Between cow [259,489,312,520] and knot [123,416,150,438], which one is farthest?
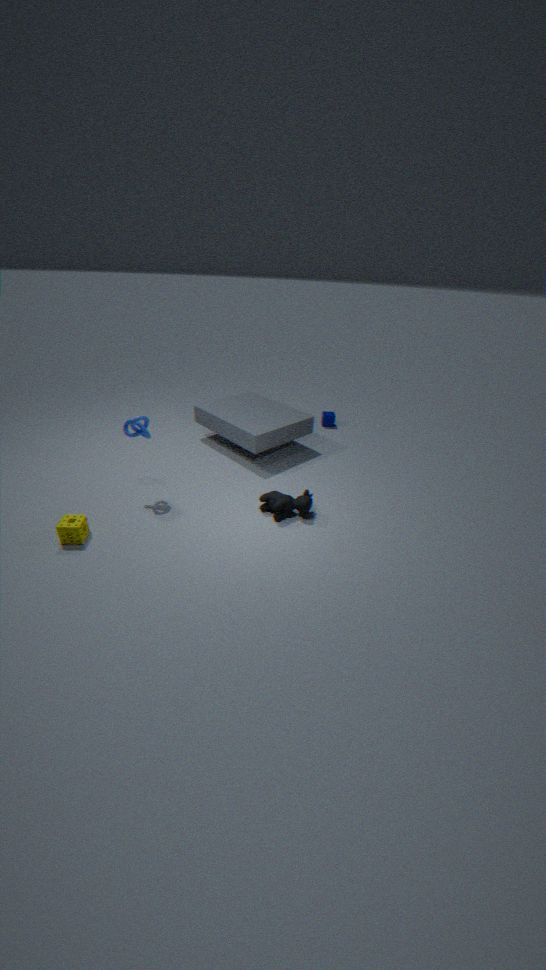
cow [259,489,312,520]
